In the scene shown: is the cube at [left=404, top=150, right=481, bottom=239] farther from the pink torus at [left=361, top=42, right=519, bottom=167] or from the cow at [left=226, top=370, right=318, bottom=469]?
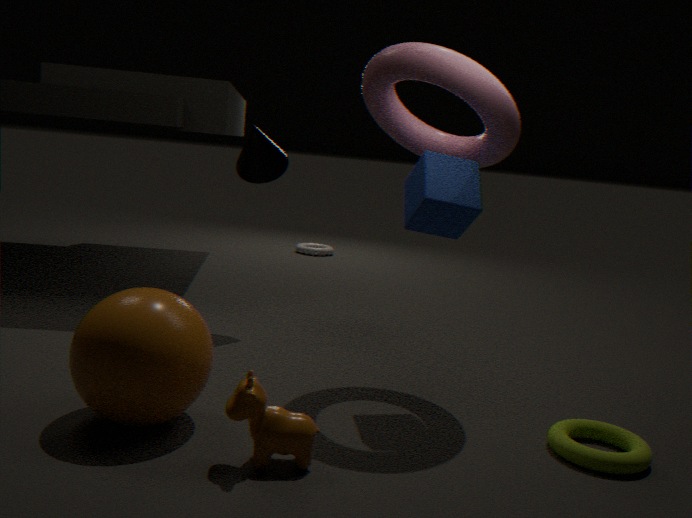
the cow at [left=226, top=370, right=318, bottom=469]
